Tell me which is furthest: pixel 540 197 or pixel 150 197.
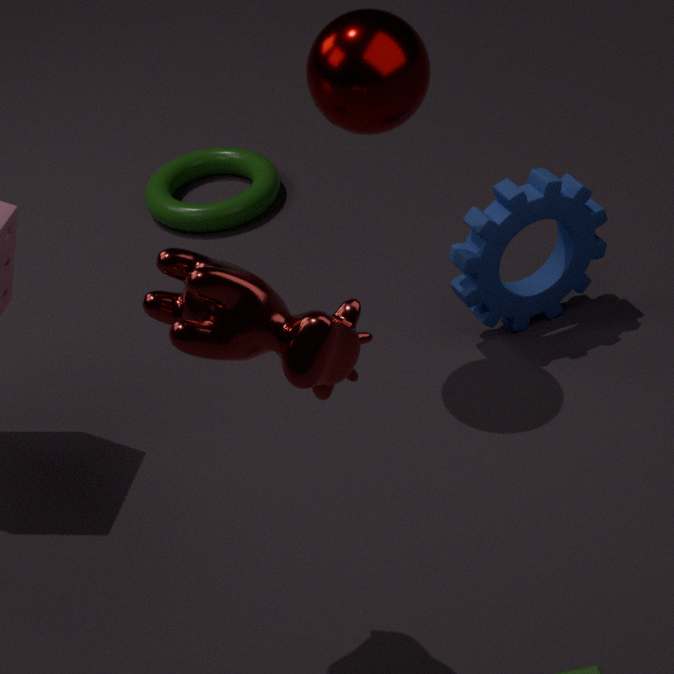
pixel 150 197
